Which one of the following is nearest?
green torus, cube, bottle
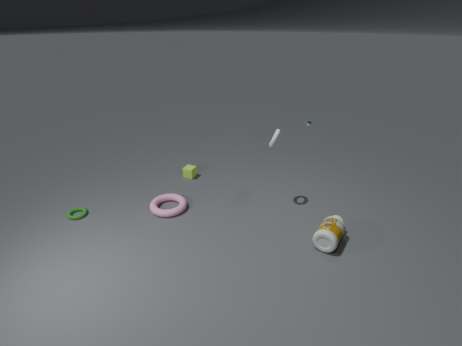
bottle
